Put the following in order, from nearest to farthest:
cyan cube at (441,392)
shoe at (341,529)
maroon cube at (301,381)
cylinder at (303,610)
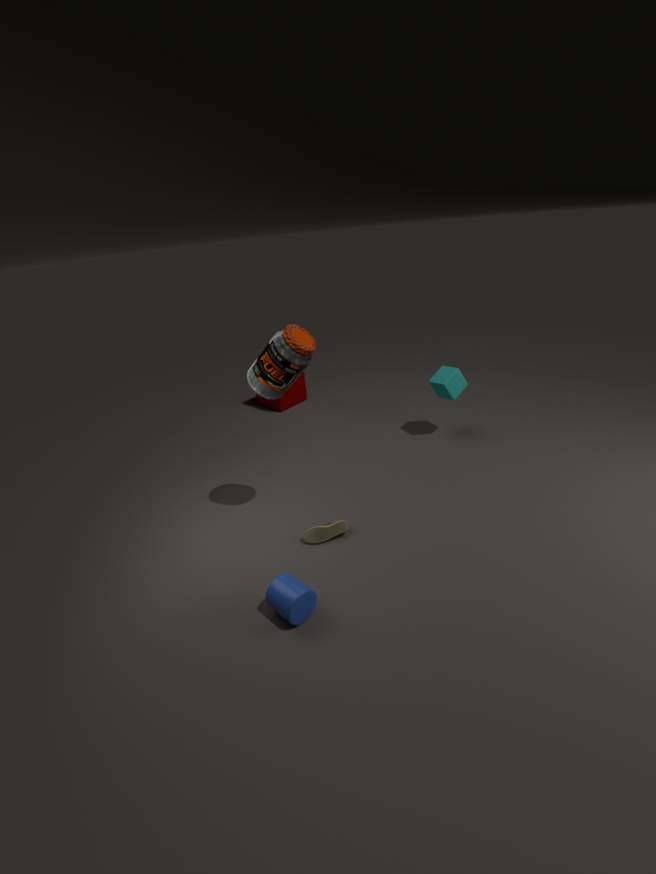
cylinder at (303,610)
shoe at (341,529)
cyan cube at (441,392)
maroon cube at (301,381)
